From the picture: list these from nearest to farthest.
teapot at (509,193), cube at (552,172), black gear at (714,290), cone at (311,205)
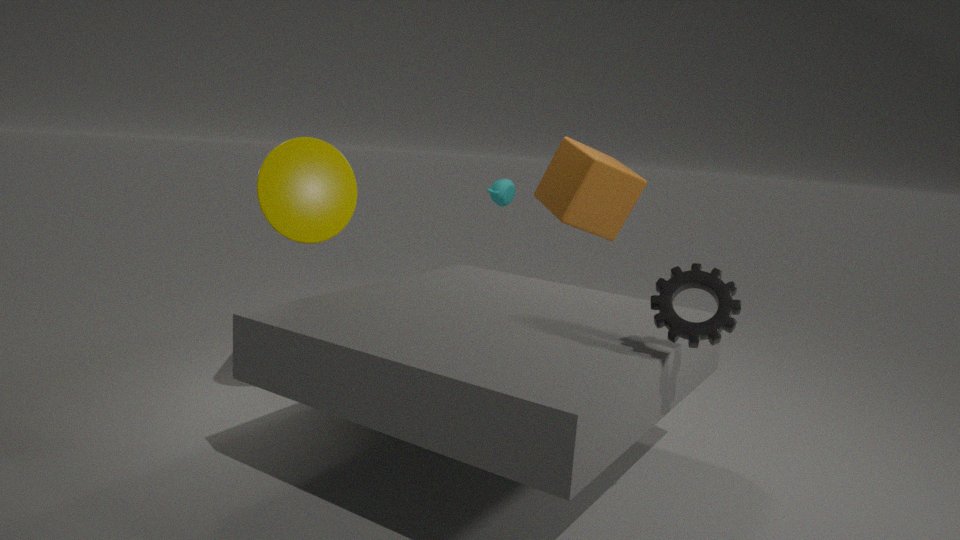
black gear at (714,290), cone at (311,205), cube at (552,172), teapot at (509,193)
